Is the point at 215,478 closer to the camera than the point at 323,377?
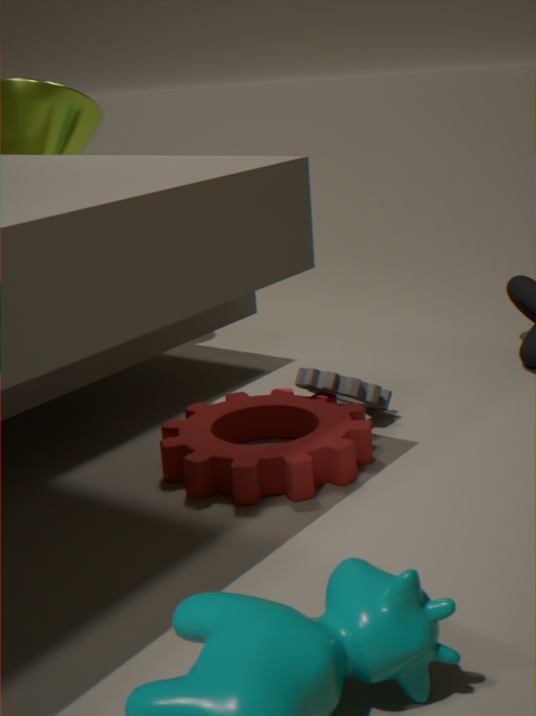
Yes
